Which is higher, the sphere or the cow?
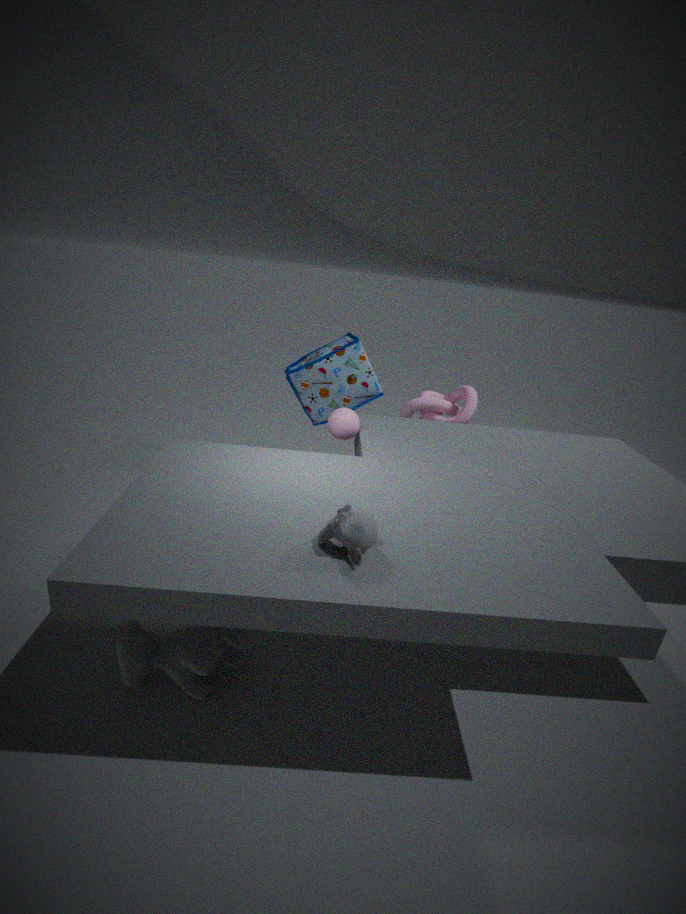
the sphere
